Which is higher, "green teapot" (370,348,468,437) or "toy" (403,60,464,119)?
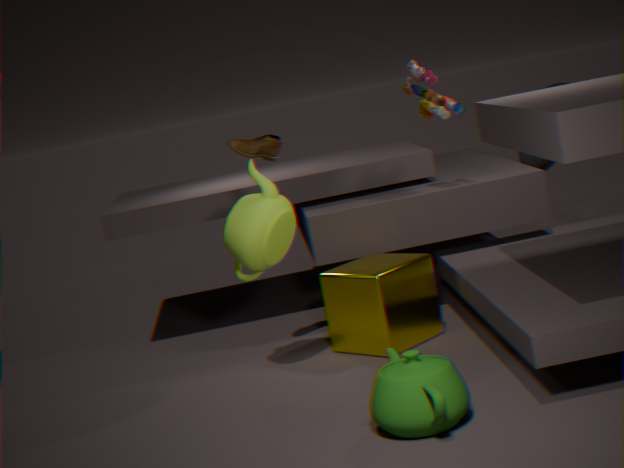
"toy" (403,60,464,119)
